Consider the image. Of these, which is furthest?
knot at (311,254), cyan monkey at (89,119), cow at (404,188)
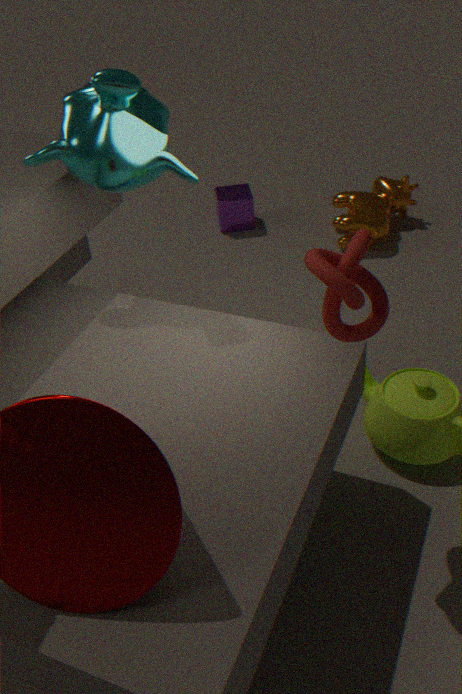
cow at (404,188)
